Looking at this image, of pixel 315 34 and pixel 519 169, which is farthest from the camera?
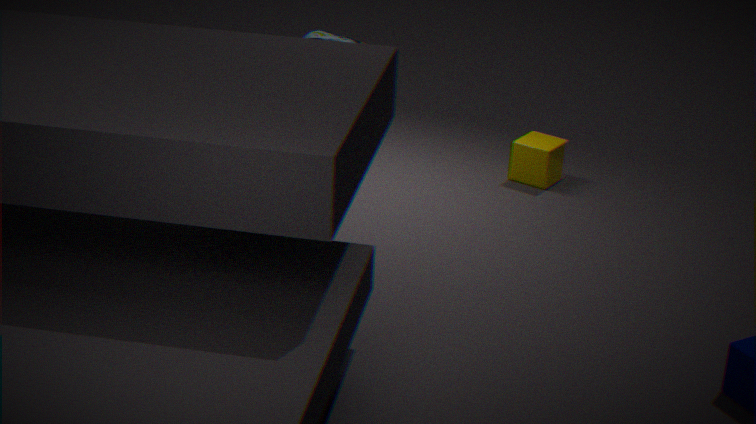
pixel 519 169
